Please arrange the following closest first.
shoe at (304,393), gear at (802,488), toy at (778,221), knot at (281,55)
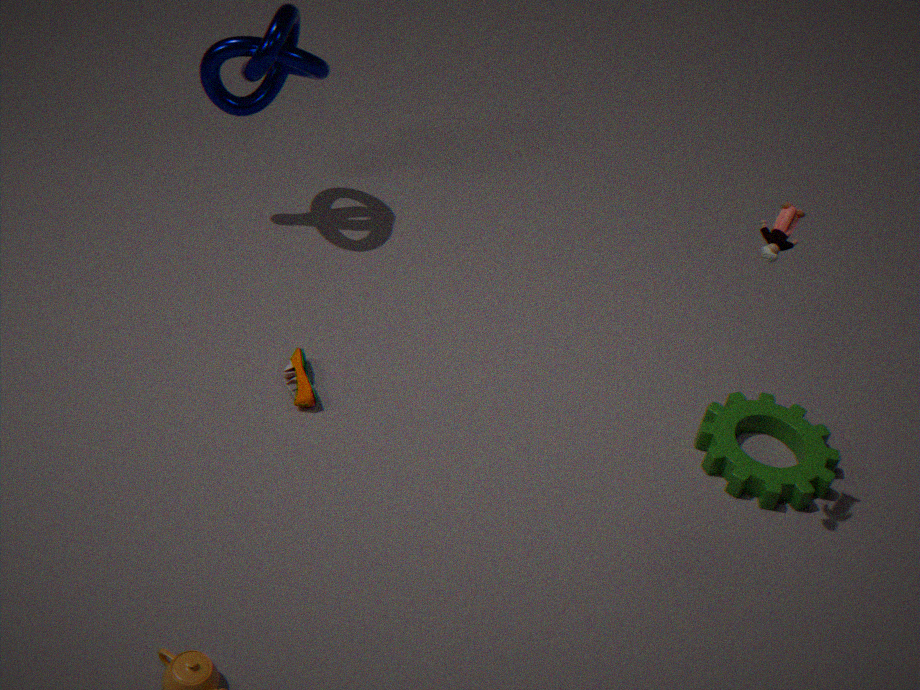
toy at (778,221), gear at (802,488), shoe at (304,393), knot at (281,55)
